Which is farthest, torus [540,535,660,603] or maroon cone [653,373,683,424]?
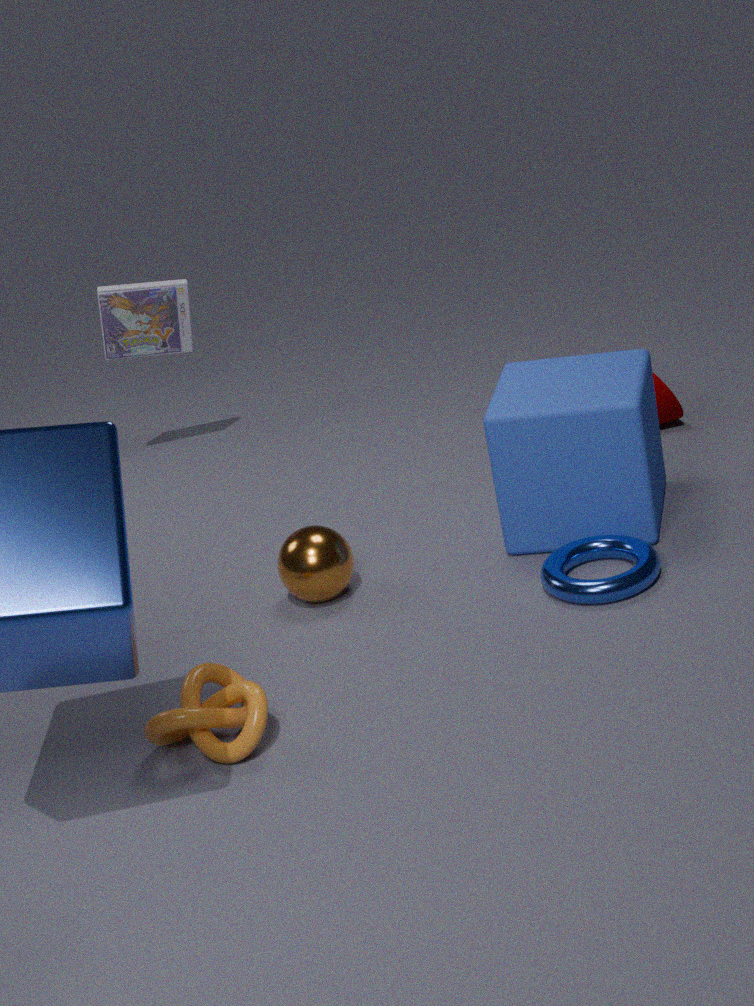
maroon cone [653,373,683,424]
